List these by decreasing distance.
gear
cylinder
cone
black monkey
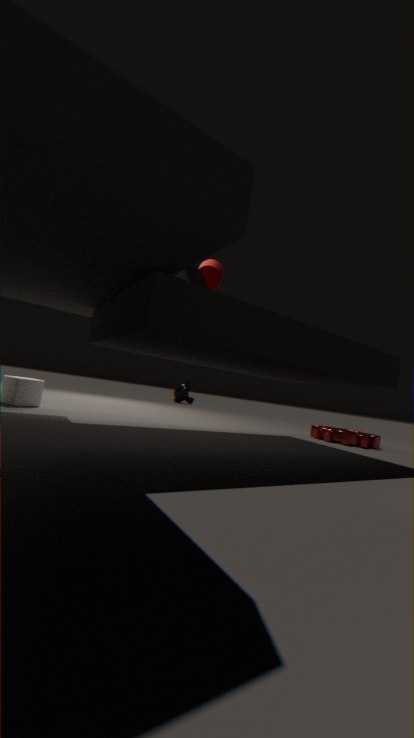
black monkey, gear, cylinder, cone
